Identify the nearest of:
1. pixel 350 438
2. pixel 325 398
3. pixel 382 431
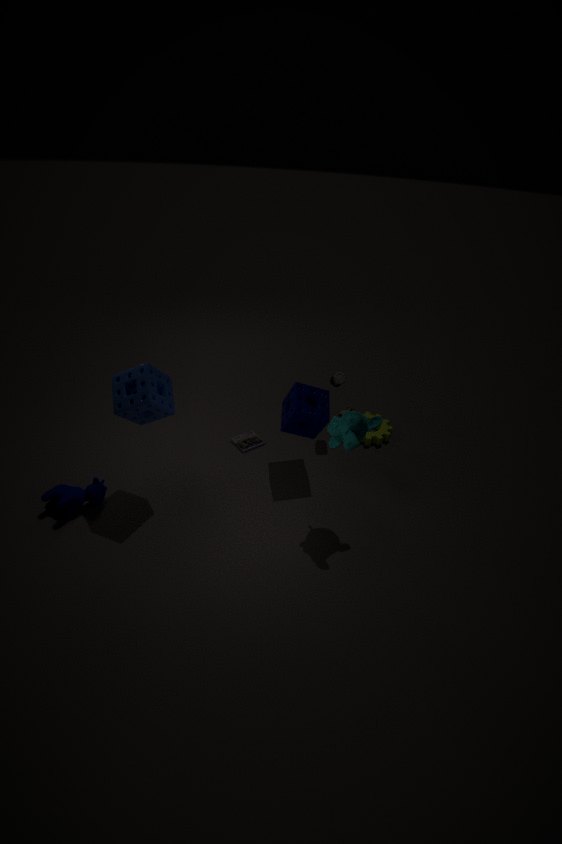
pixel 350 438
